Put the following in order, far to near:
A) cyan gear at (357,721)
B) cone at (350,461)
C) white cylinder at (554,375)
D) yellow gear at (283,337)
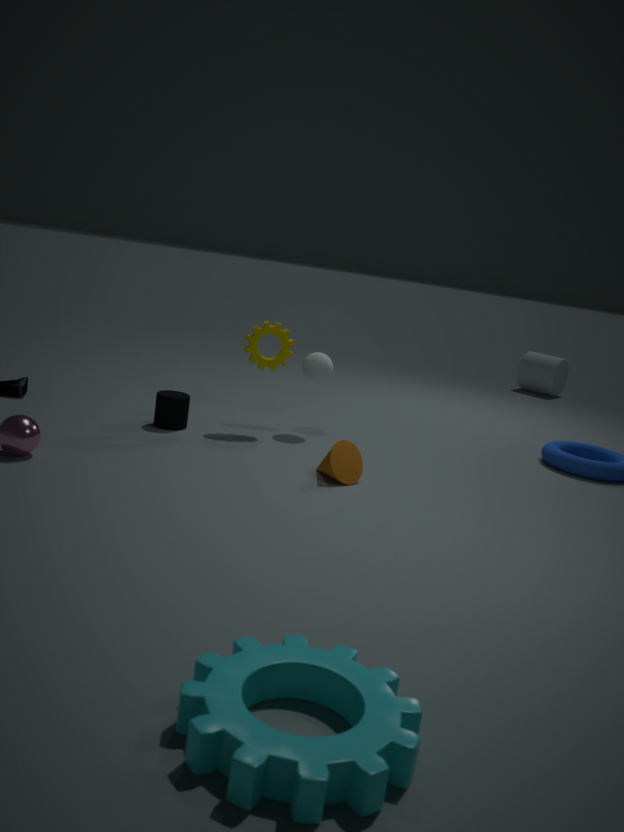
white cylinder at (554,375), yellow gear at (283,337), cone at (350,461), cyan gear at (357,721)
